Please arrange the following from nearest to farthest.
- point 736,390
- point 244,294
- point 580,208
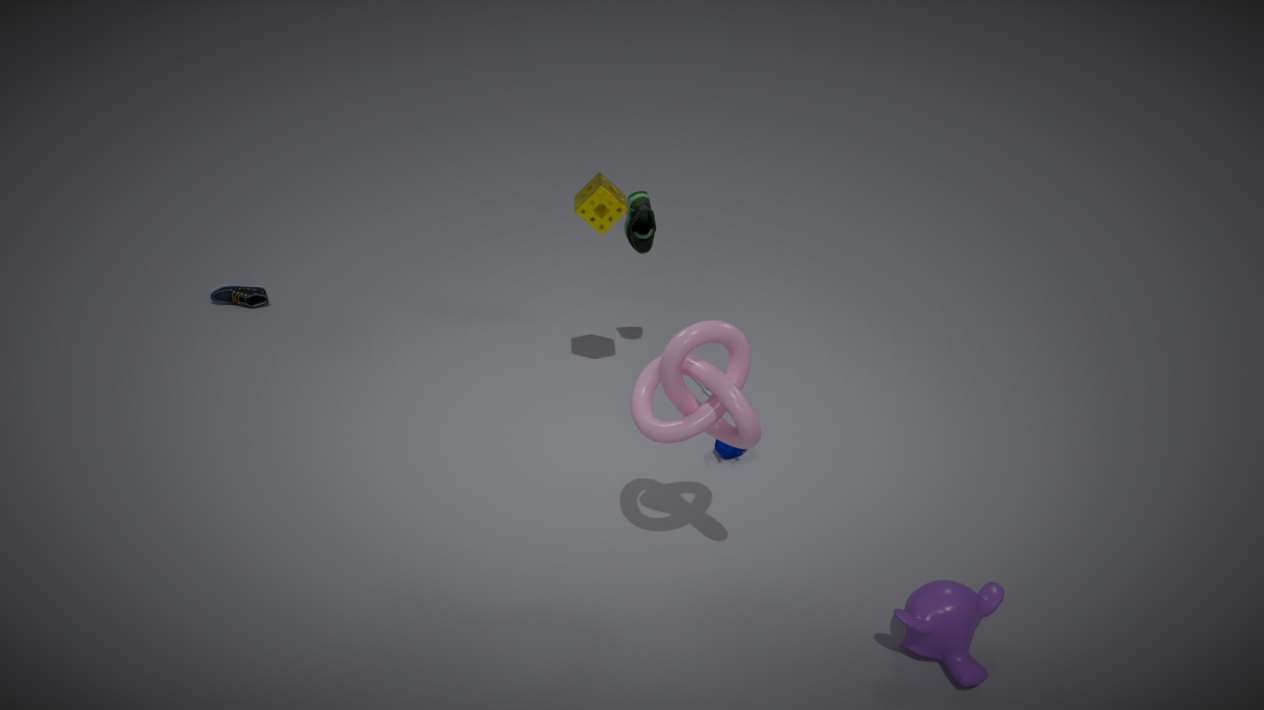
point 736,390 → point 580,208 → point 244,294
